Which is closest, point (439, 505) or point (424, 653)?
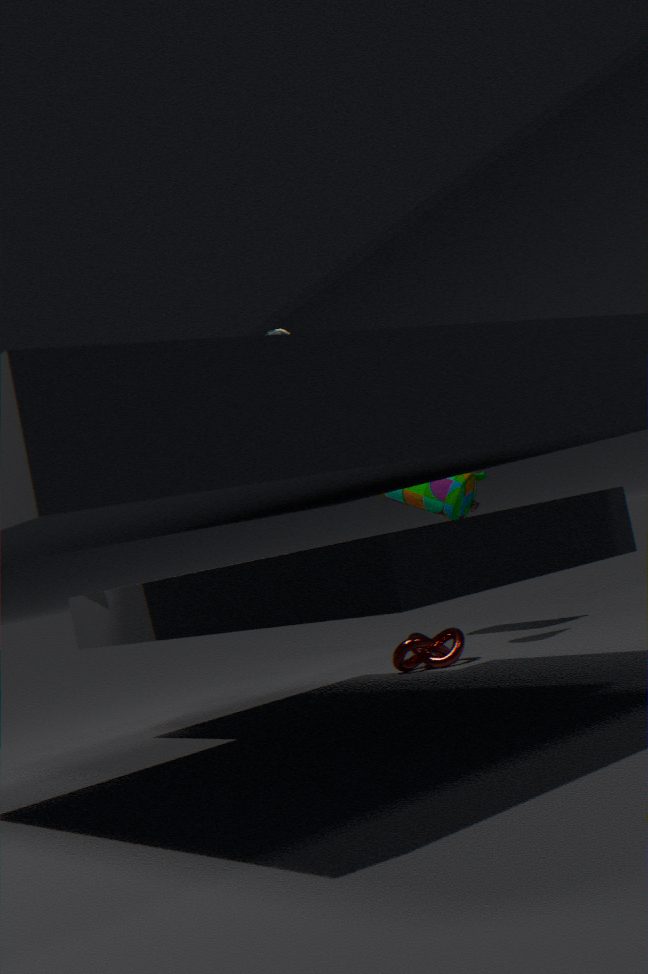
point (424, 653)
